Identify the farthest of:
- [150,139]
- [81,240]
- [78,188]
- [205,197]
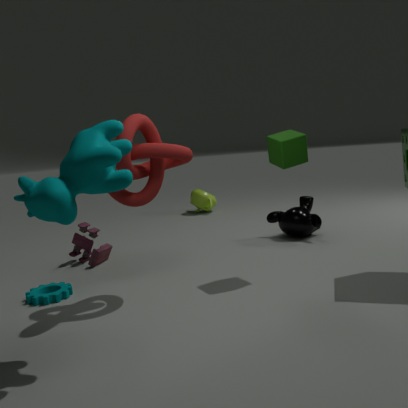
[205,197]
